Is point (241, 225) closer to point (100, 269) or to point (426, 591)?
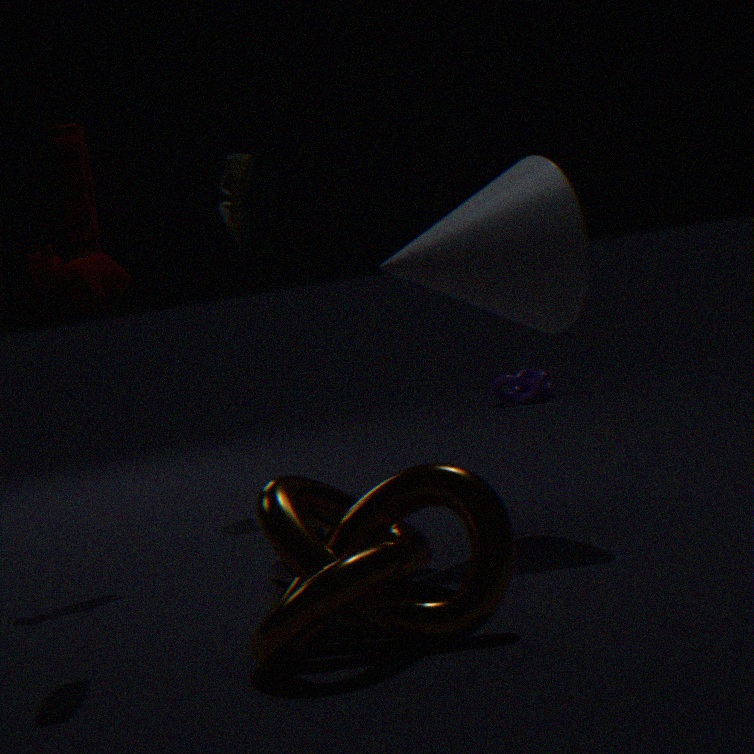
point (100, 269)
